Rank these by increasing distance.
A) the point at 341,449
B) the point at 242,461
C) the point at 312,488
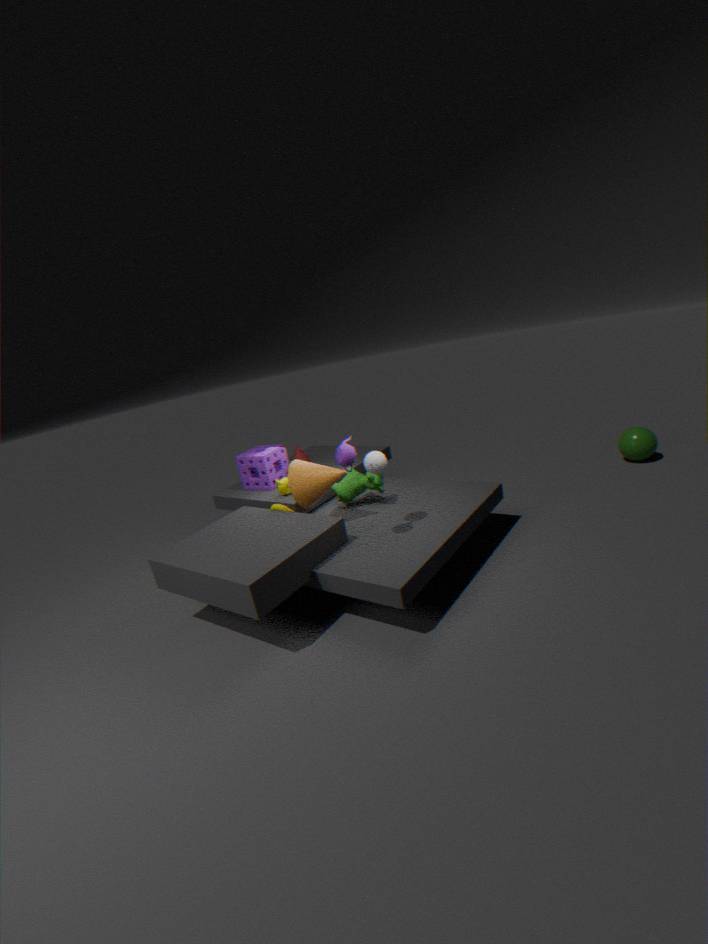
the point at 341,449 → the point at 312,488 → the point at 242,461
